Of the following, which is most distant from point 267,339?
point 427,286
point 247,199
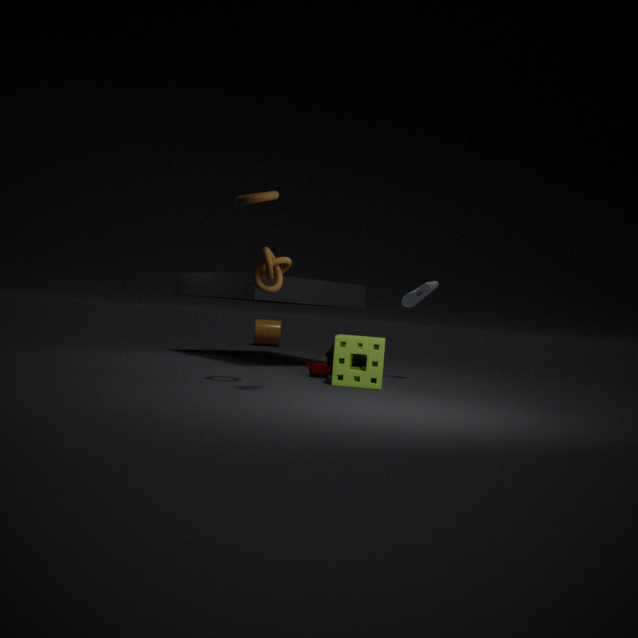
point 247,199
